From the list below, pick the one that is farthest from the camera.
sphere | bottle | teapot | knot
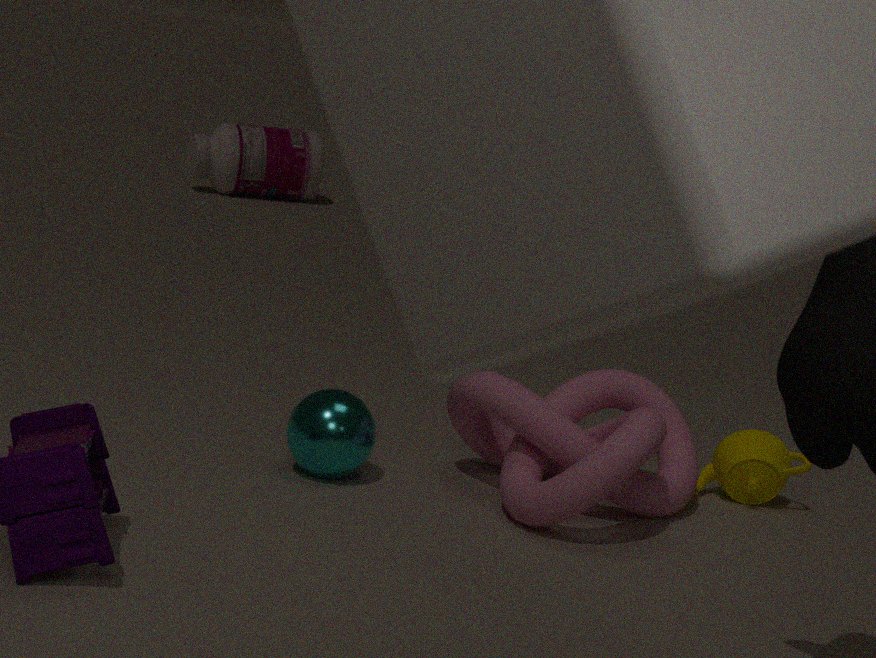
bottle
